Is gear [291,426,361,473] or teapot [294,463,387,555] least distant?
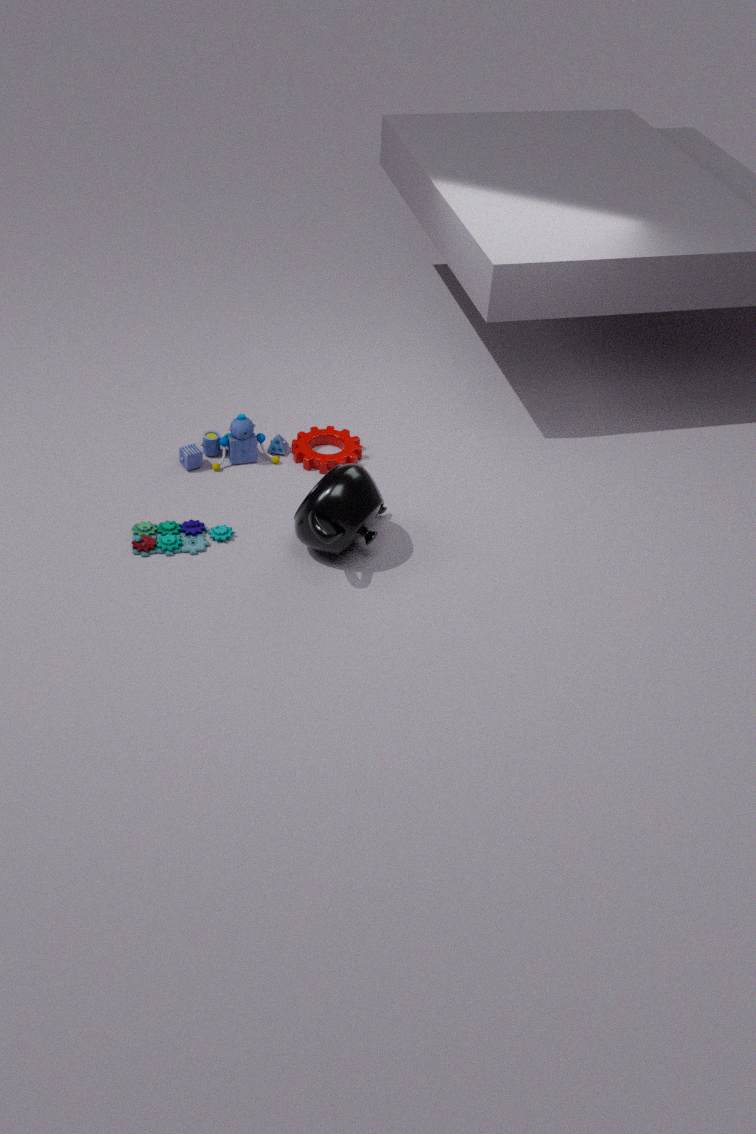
teapot [294,463,387,555]
